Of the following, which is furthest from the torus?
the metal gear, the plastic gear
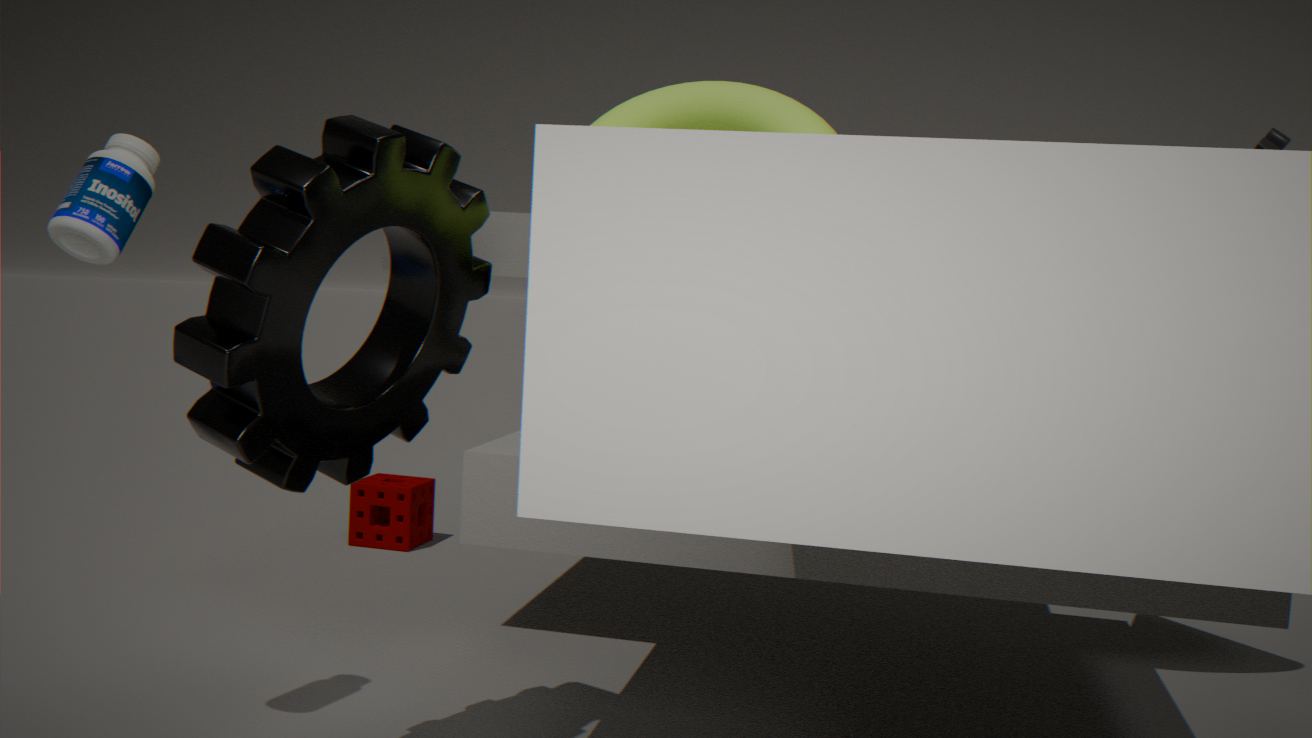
the plastic gear
